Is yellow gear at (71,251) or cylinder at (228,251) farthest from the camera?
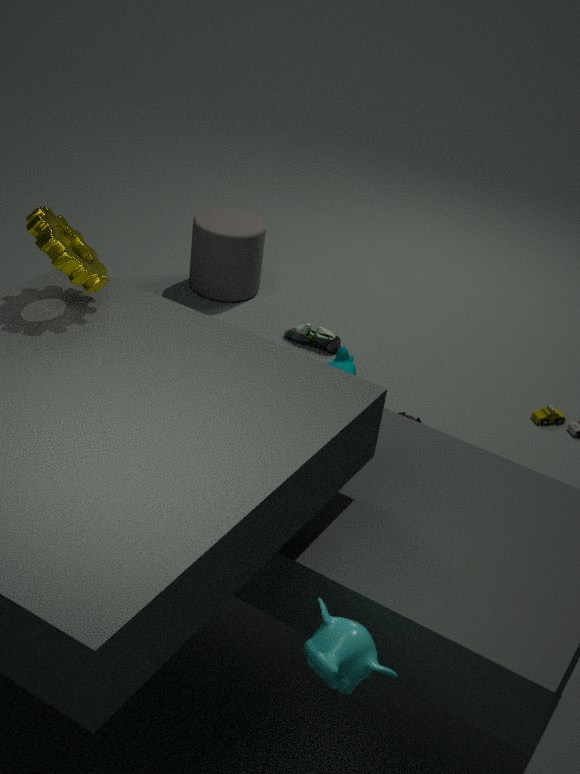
cylinder at (228,251)
